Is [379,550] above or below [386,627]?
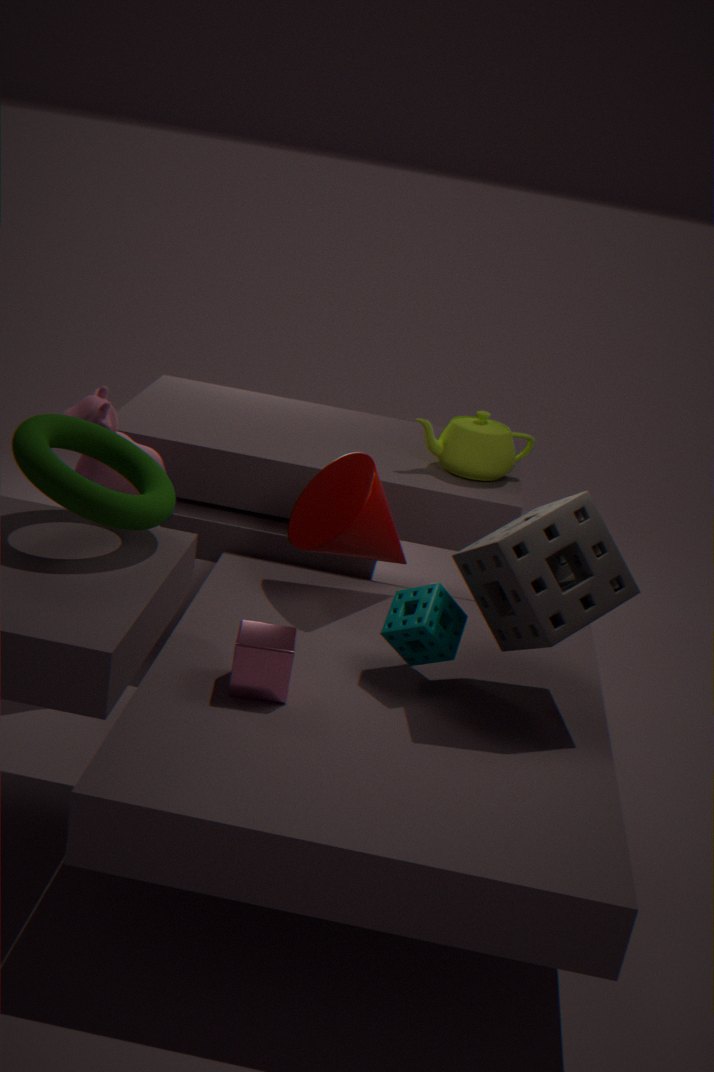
above
